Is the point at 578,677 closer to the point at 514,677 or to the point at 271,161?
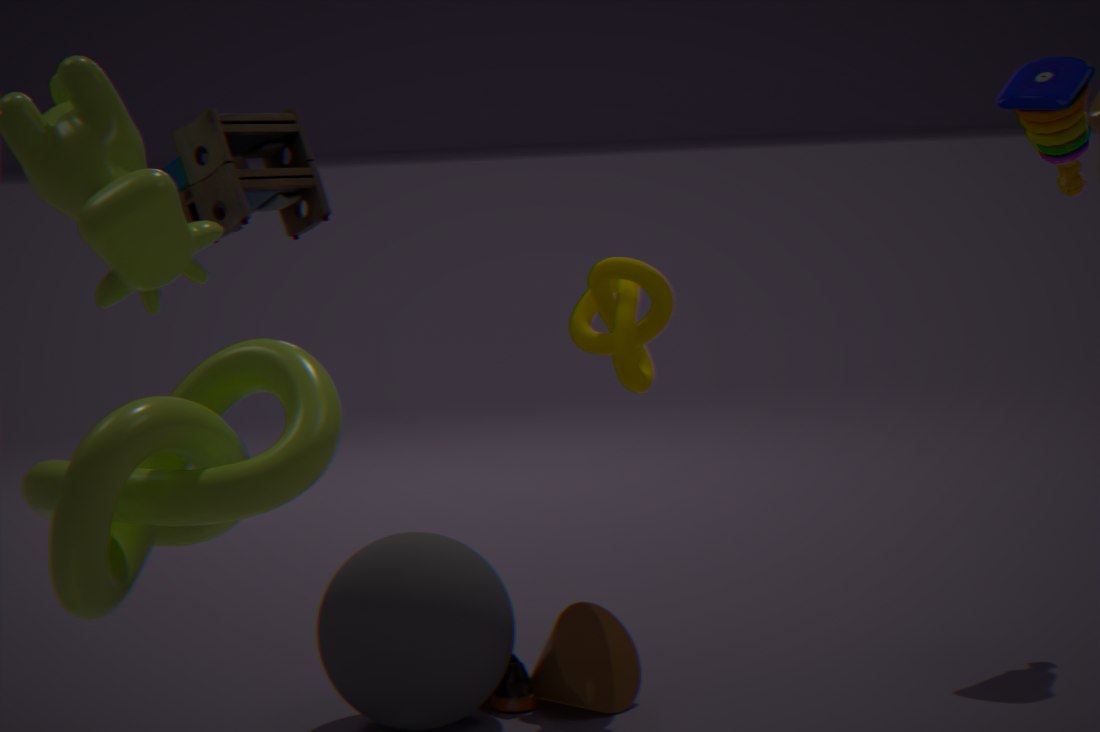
the point at 514,677
